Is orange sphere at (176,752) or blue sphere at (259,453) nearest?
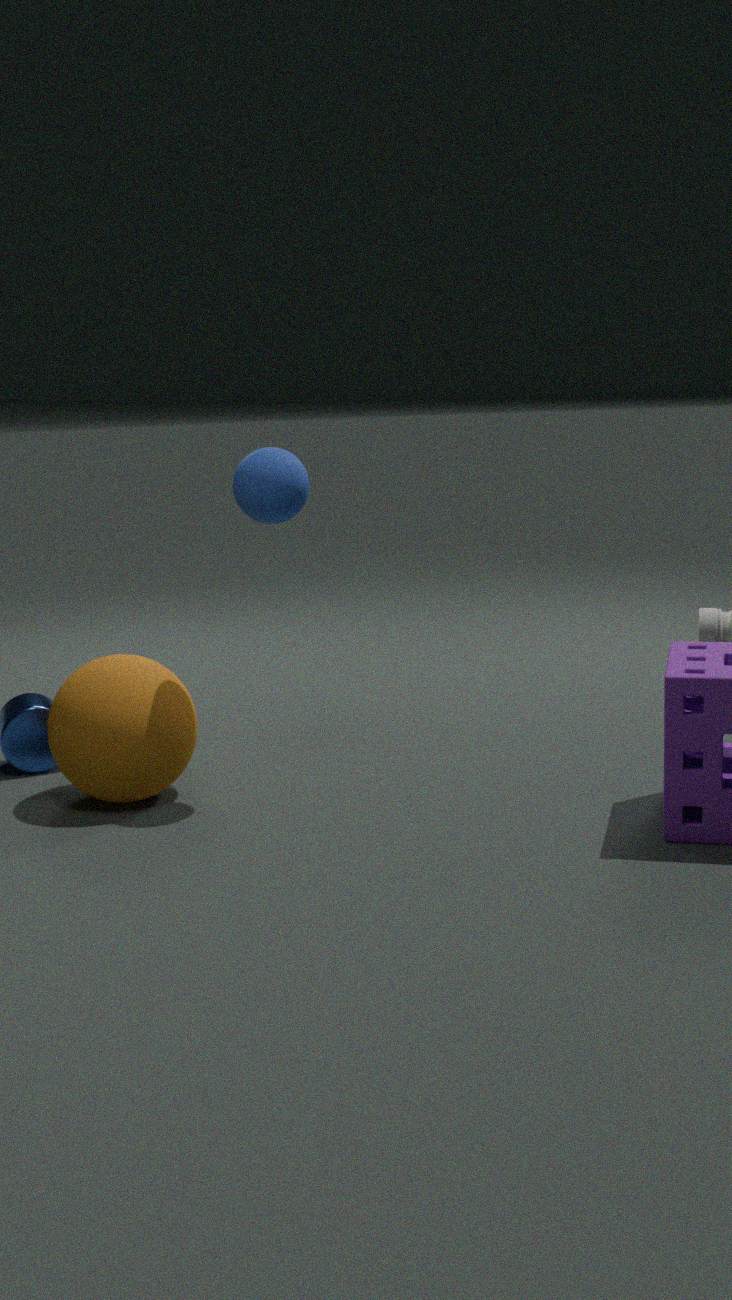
blue sphere at (259,453)
